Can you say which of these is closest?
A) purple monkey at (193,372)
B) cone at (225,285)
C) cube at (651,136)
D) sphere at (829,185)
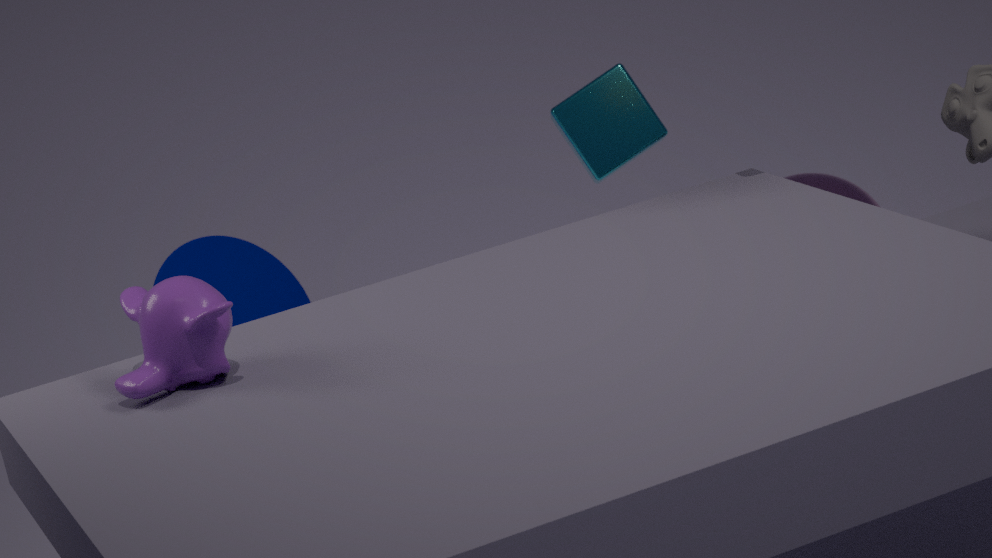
purple monkey at (193,372)
